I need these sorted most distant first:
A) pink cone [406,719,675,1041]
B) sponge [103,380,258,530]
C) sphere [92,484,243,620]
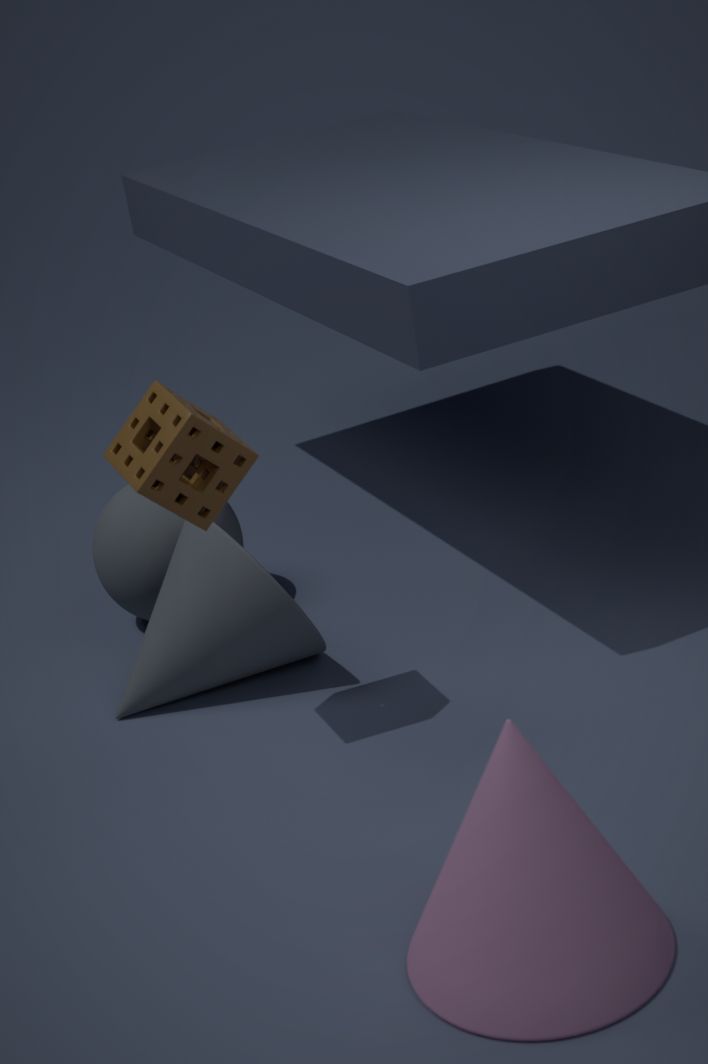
1. sphere [92,484,243,620]
2. sponge [103,380,258,530]
3. pink cone [406,719,675,1041]
